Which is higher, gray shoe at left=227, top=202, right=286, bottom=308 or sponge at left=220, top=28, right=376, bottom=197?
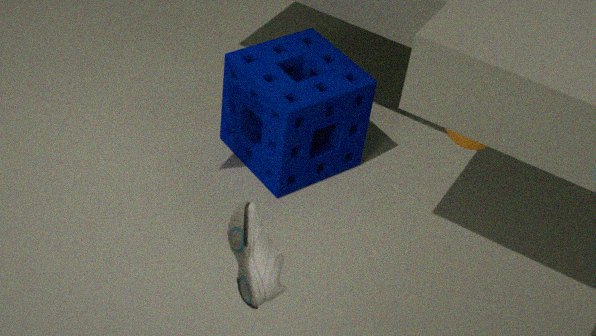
gray shoe at left=227, top=202, right=286, bottom=308
